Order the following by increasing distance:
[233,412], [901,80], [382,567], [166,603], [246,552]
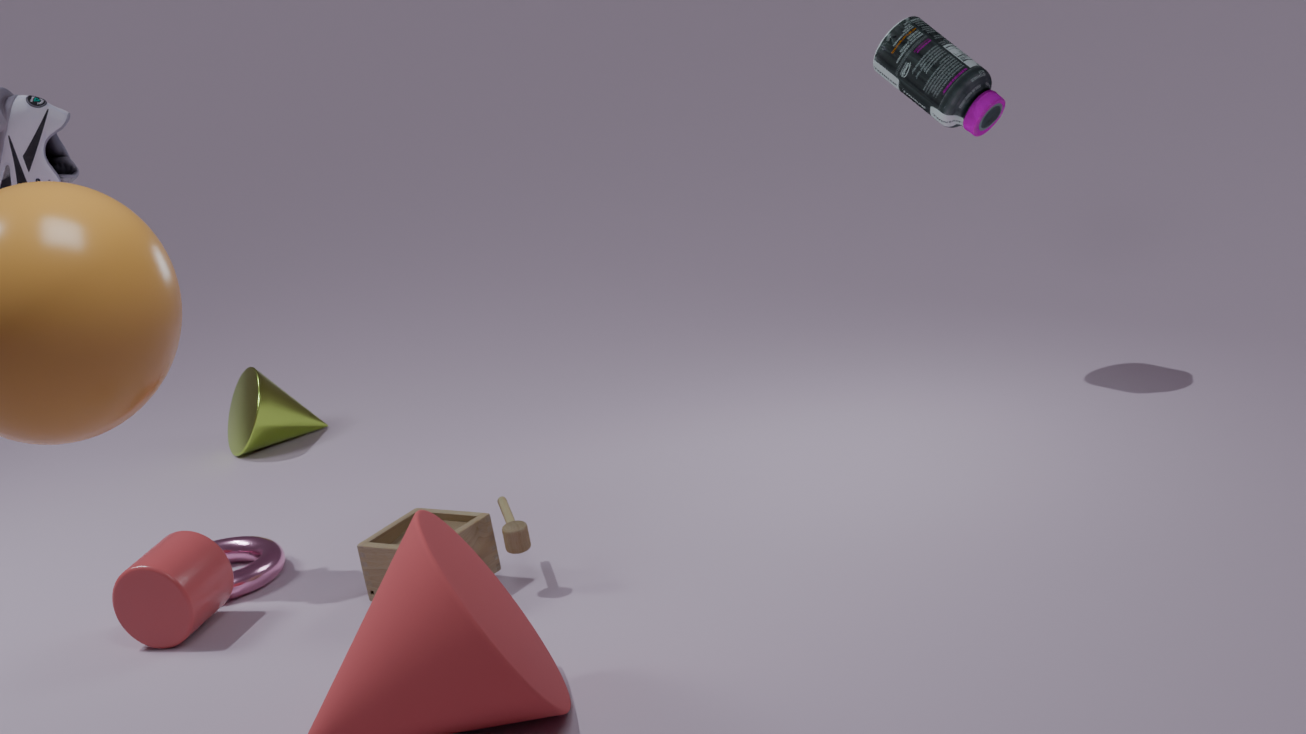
[382,567], [166,603], [246,552], [901,80], [233,412]
